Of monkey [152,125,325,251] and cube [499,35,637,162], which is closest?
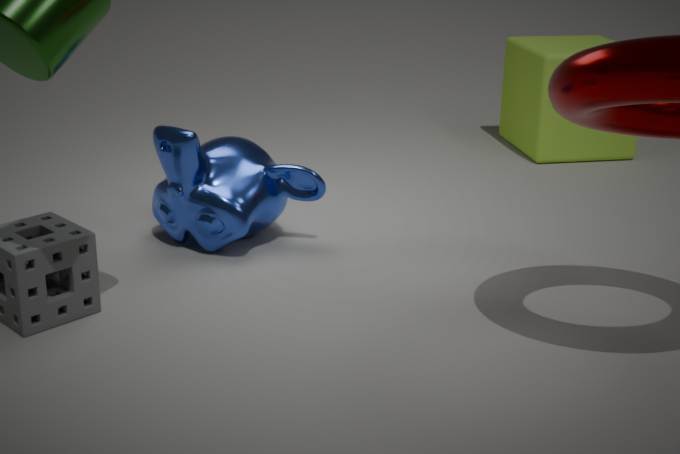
monkey [152,125,325,251]
